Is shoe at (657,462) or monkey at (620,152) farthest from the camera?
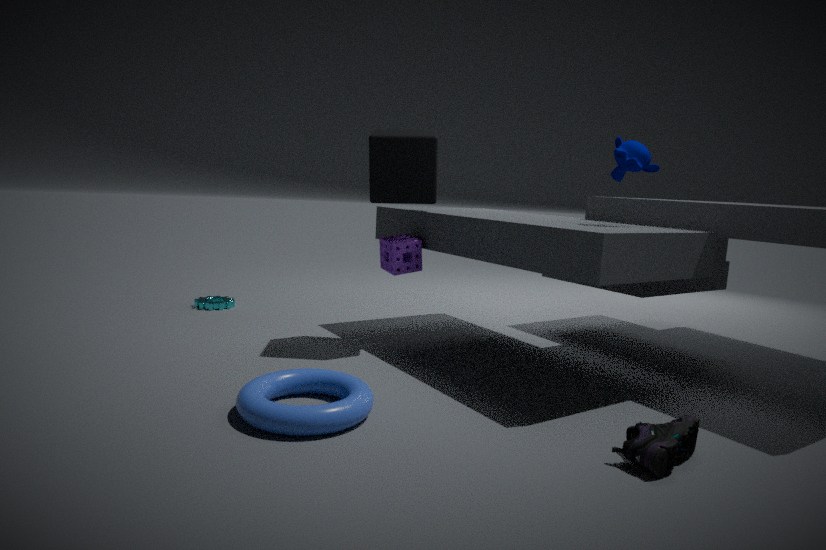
monkey at (620,152)
